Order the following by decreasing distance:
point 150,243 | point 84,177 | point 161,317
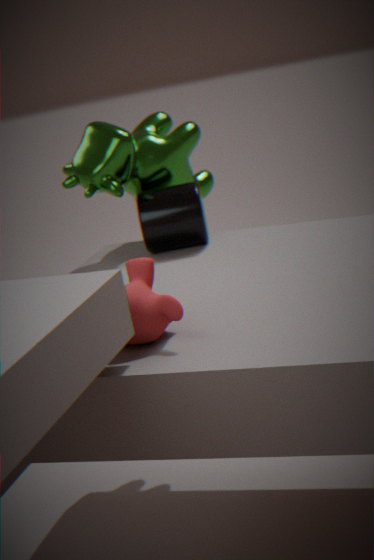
1. point 150,243
2. point 84,177
3. point 161,317
